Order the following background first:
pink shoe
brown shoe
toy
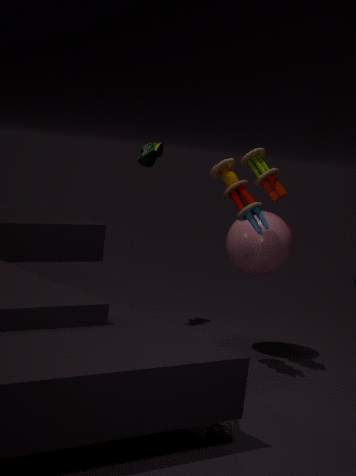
brown shoe
toy
pink shoe
